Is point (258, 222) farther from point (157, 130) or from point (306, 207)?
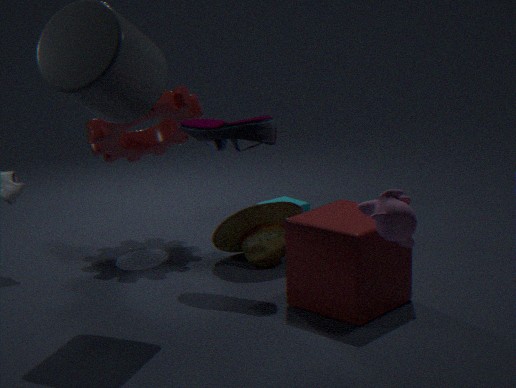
point (157, 130)
